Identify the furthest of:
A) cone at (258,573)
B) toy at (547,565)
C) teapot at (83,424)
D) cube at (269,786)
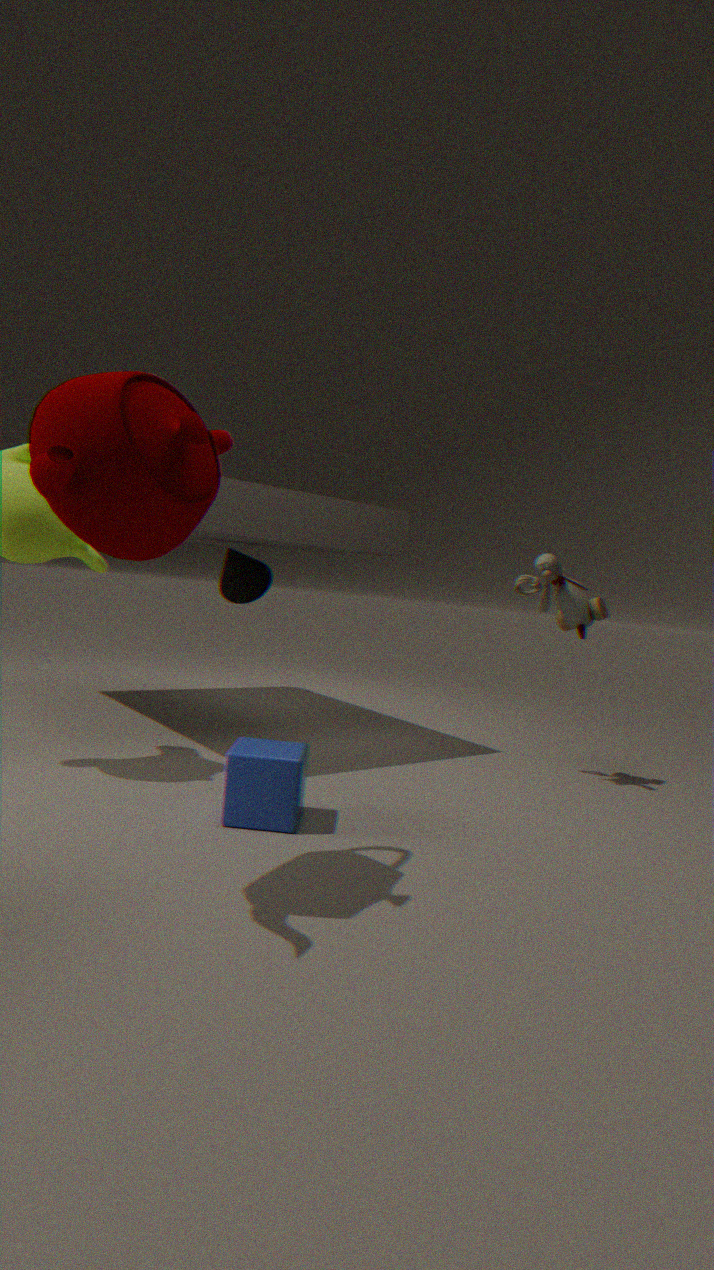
A. cone at (258,573)
